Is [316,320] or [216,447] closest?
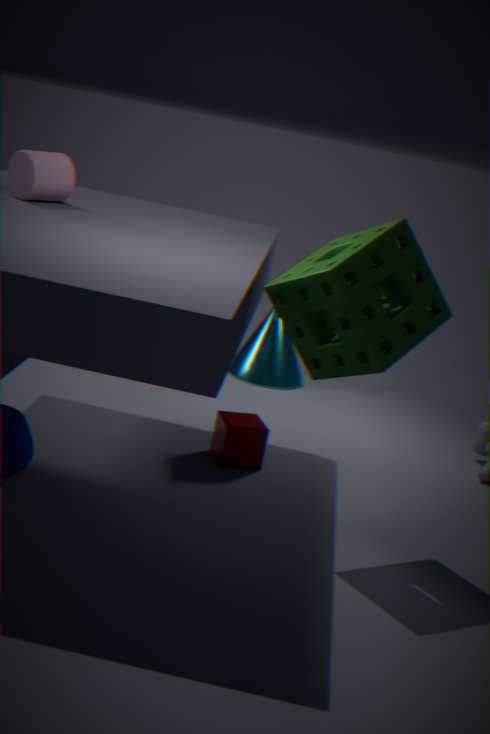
[316,320]
